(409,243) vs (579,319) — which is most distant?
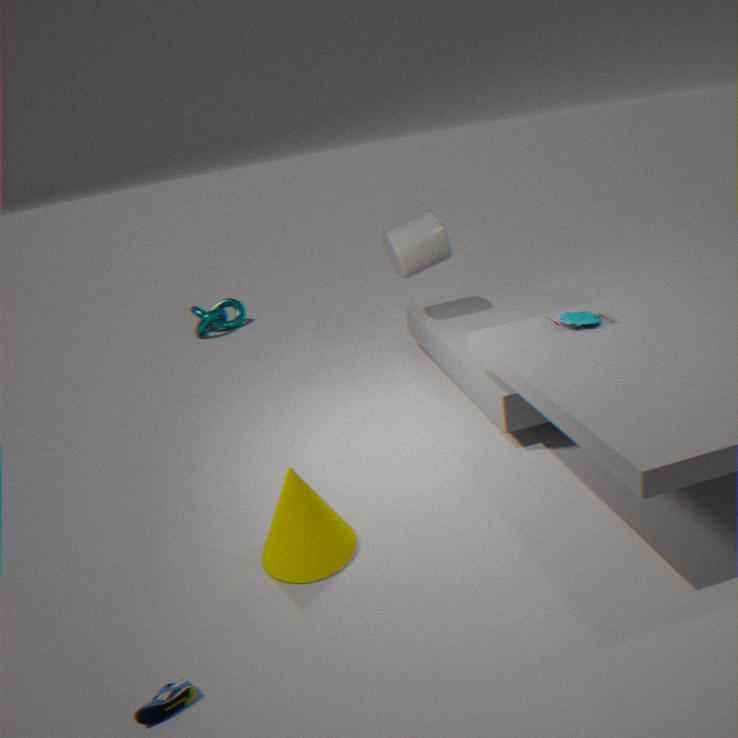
(409,243)
